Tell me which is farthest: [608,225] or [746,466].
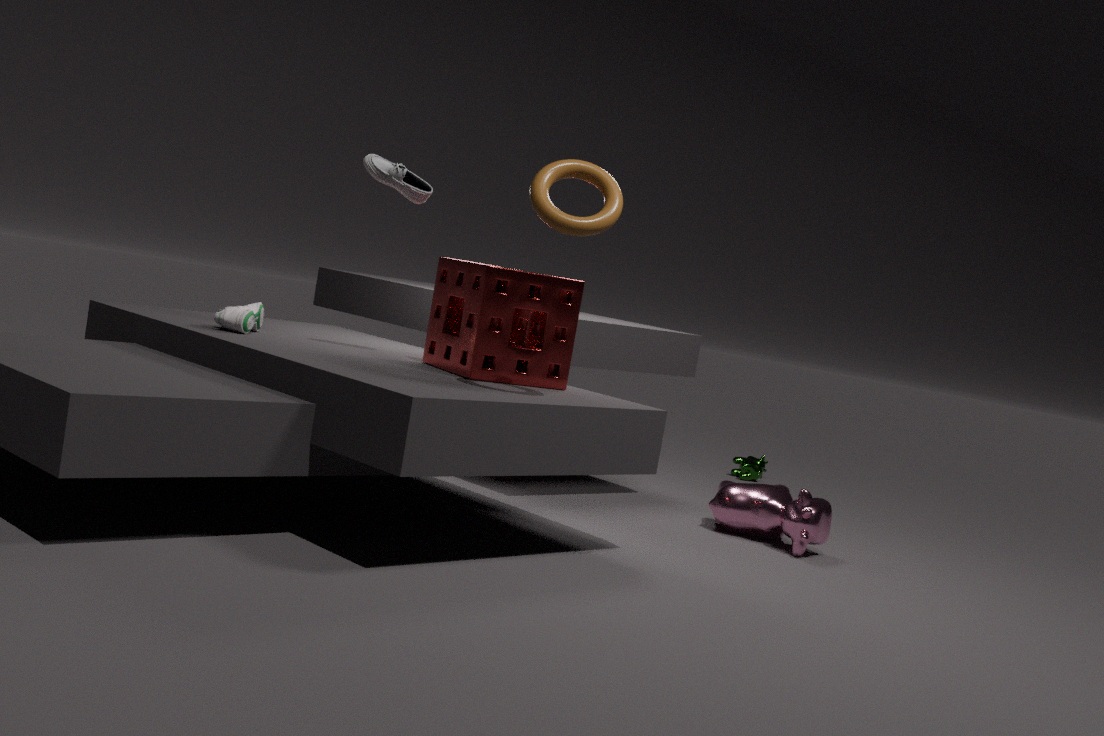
[746,466]
